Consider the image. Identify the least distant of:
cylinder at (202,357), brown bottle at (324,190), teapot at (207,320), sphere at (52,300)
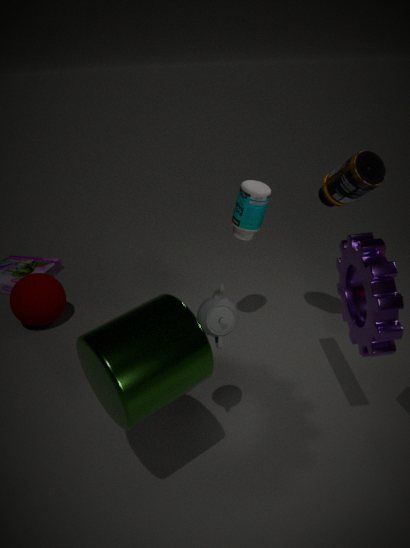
cylinder at (202,357)
